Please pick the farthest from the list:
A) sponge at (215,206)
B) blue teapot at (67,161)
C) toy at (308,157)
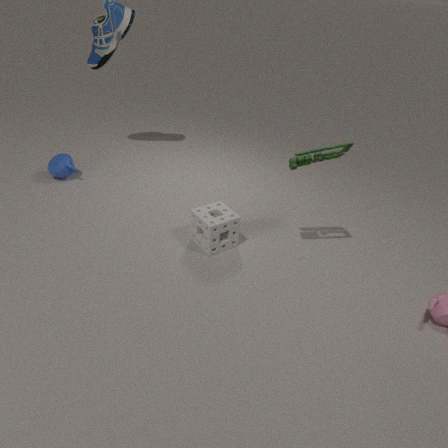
blue teapot at (67,161)
